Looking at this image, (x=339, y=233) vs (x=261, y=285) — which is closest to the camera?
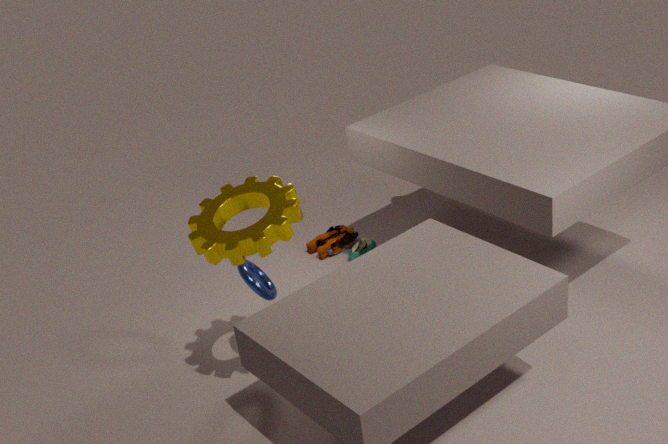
(x=261, y=285)
